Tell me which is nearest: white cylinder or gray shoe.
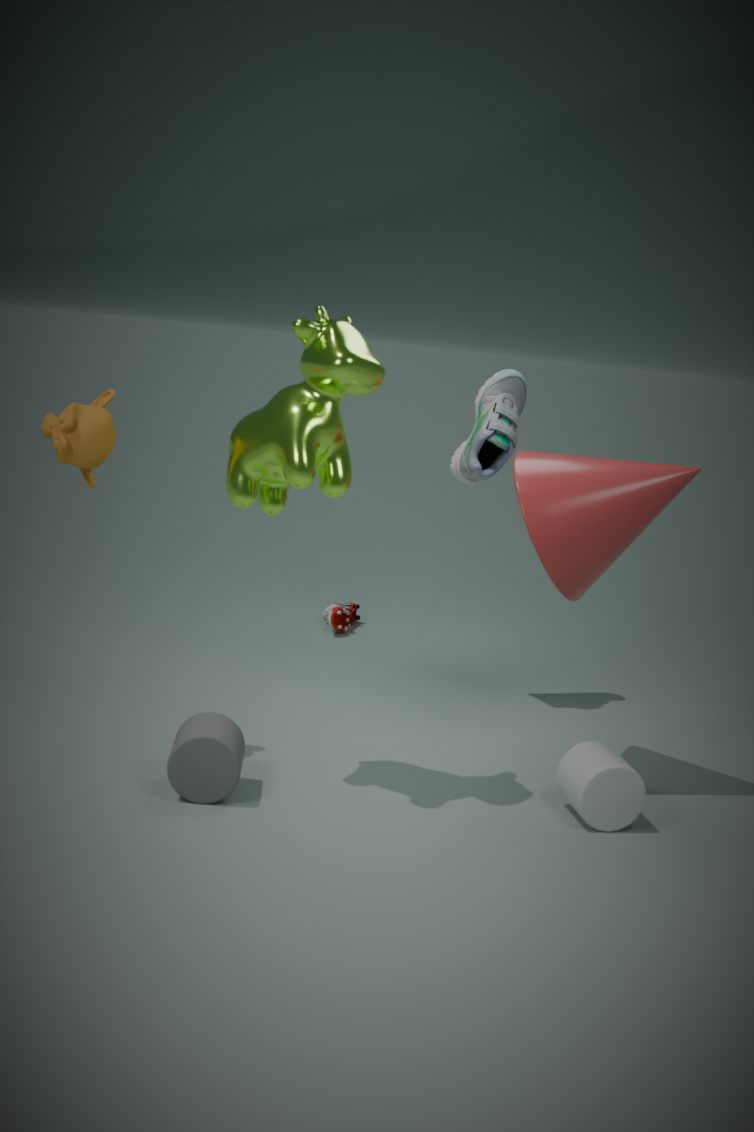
white cylinder
